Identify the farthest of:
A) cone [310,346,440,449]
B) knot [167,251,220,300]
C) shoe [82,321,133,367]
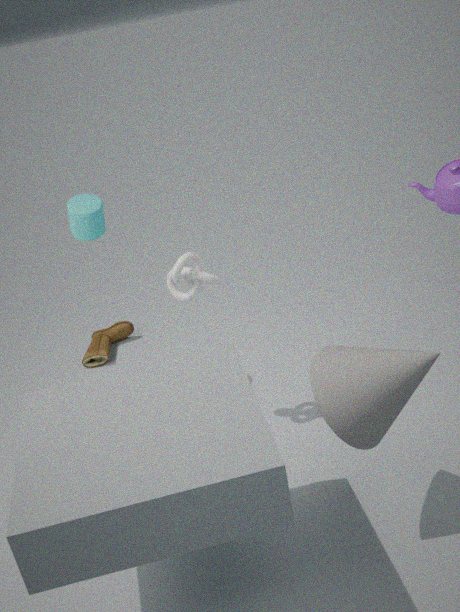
C. shoe [82,321,133,367]
